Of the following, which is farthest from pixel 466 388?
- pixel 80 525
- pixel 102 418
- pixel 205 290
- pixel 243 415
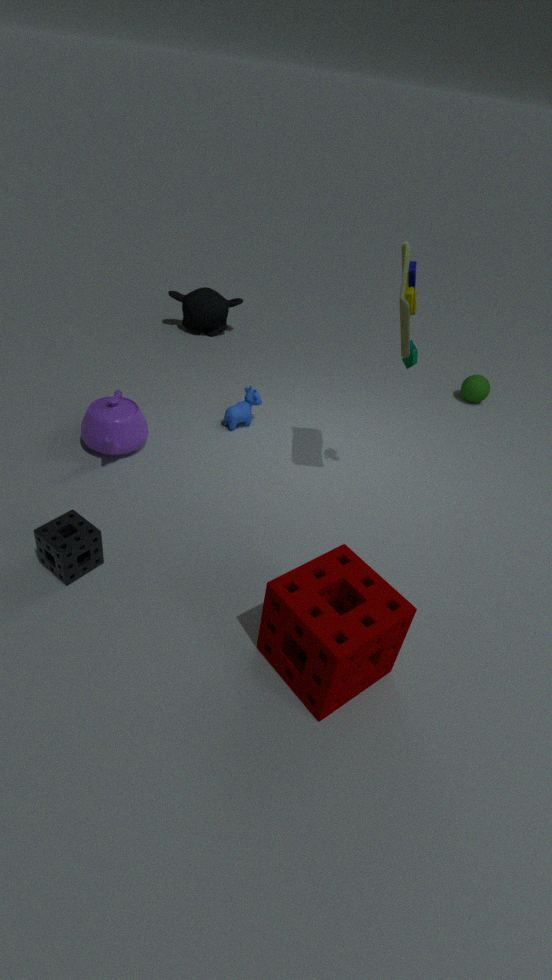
pixel 80 525
